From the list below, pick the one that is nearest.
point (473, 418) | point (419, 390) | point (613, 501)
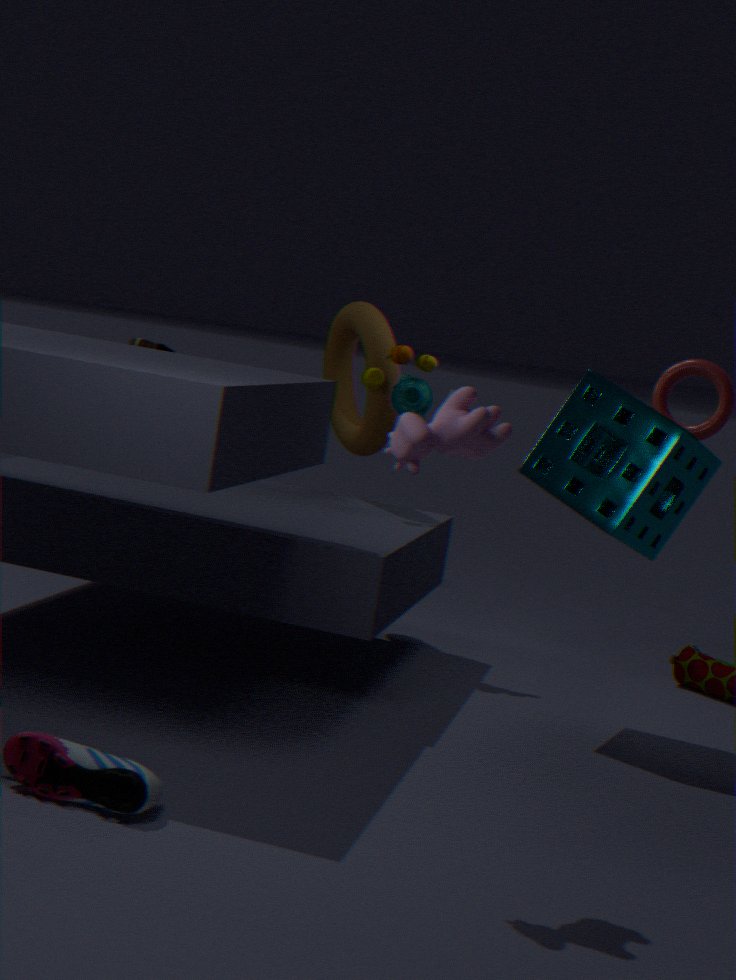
point (473, 418)
